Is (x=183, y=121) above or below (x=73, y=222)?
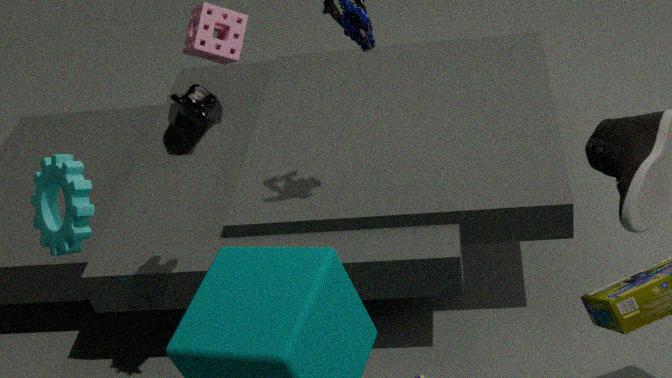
Answer: above
